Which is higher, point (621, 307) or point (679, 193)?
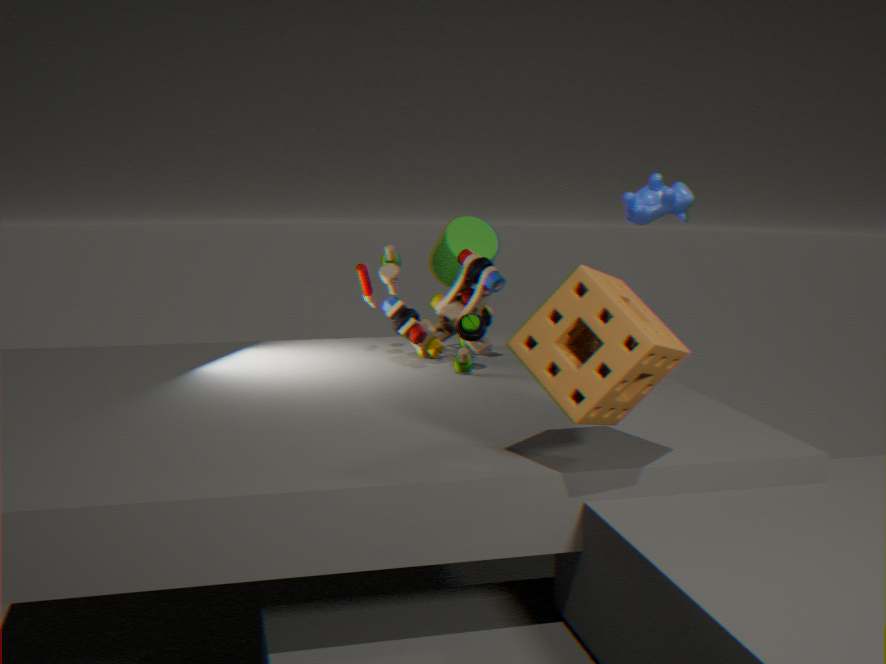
point (679, 193)
